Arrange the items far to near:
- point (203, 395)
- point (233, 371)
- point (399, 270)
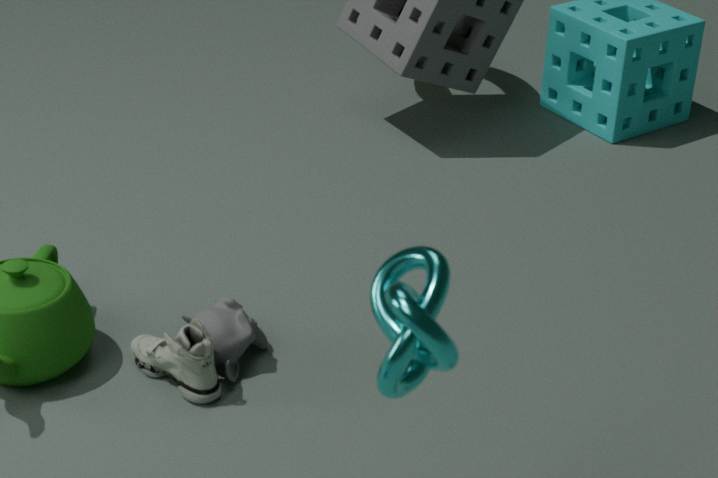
point (233, 371) → point (203, 395) → point (399, 270)
